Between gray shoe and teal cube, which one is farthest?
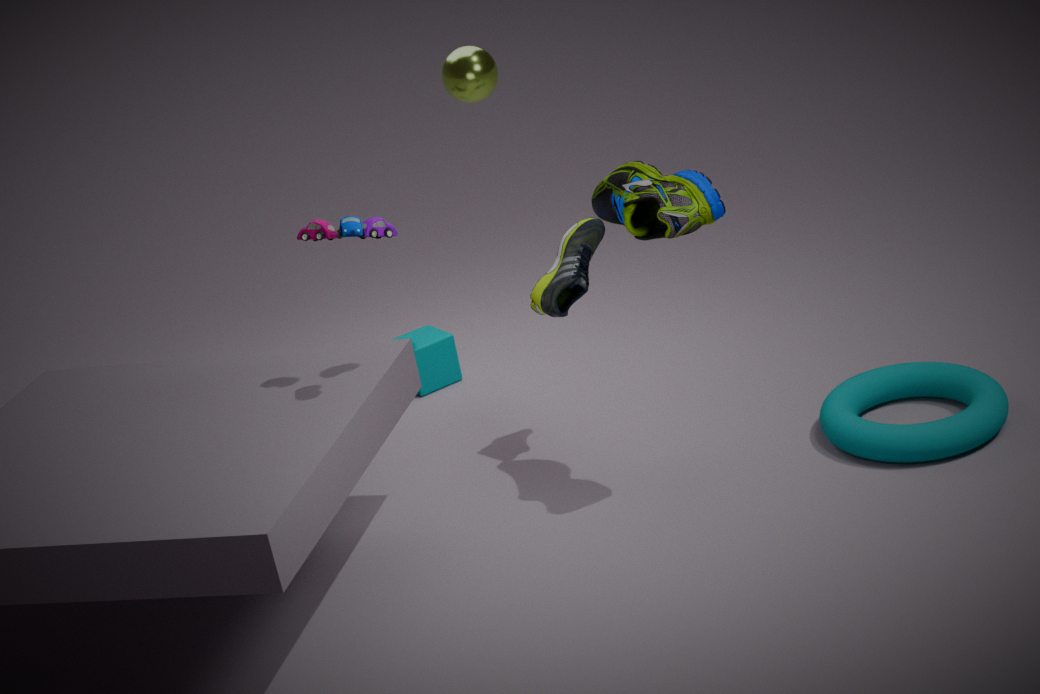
teal cube
